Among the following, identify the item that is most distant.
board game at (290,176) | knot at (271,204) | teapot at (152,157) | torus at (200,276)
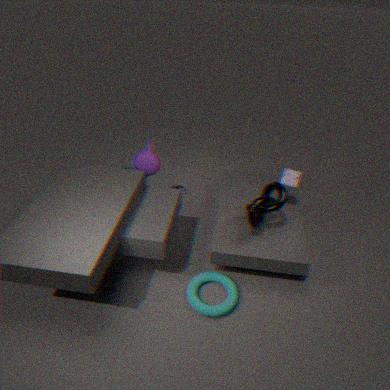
teapot at (152,157)
